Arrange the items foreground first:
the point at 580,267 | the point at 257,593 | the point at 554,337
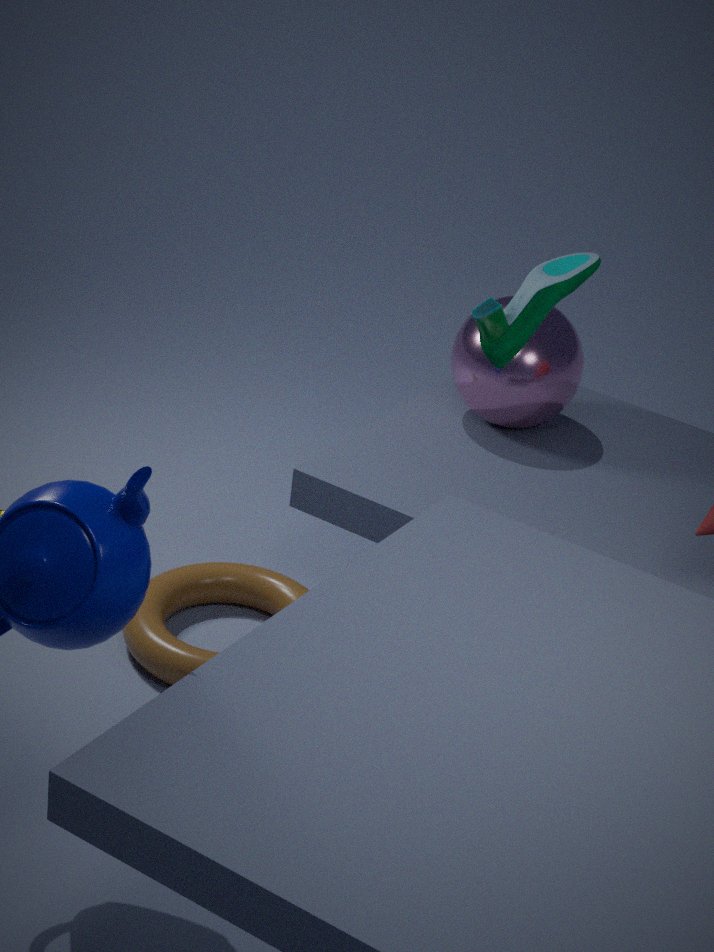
1. the point at 580,267
2. the point at 257,593
3. the point at 554,337
